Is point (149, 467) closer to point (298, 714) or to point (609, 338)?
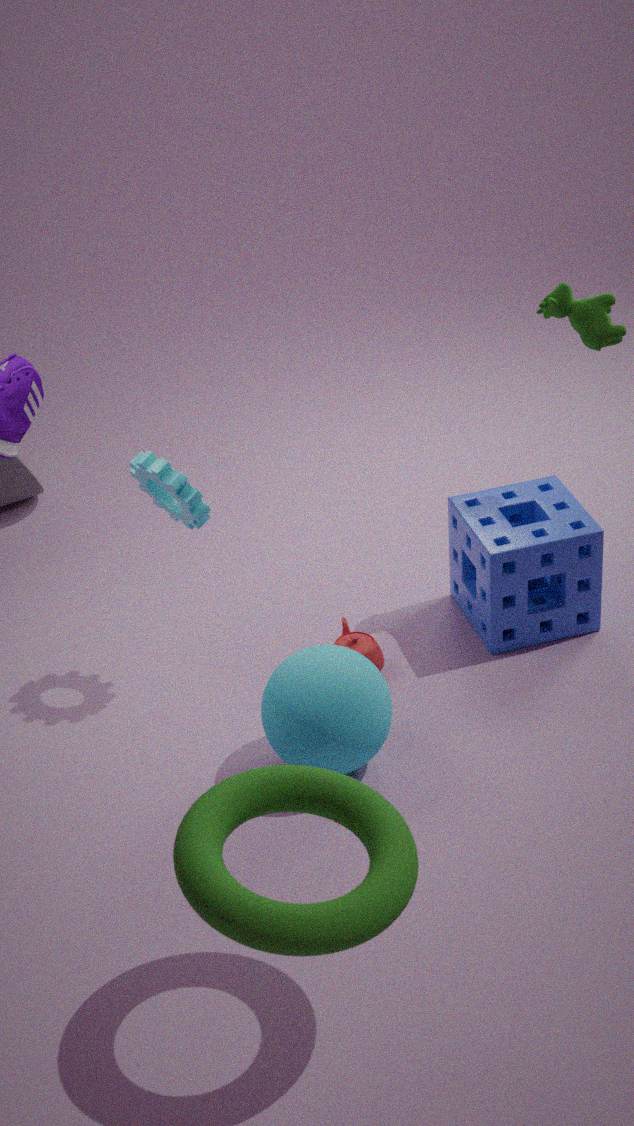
point (298, 714)
